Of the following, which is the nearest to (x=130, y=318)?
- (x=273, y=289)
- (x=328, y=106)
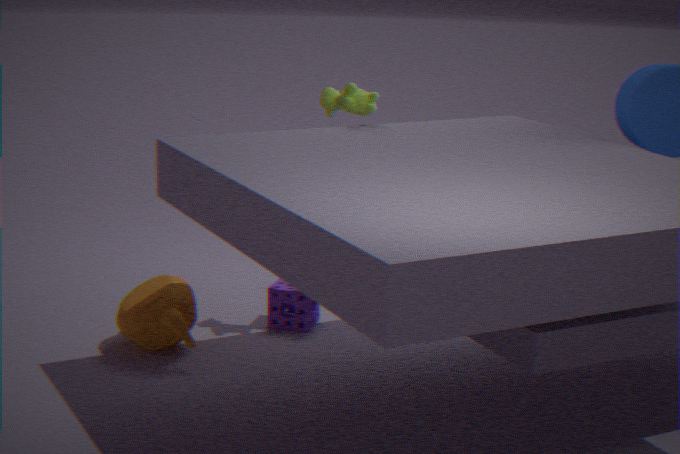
(x=273, y=289)
